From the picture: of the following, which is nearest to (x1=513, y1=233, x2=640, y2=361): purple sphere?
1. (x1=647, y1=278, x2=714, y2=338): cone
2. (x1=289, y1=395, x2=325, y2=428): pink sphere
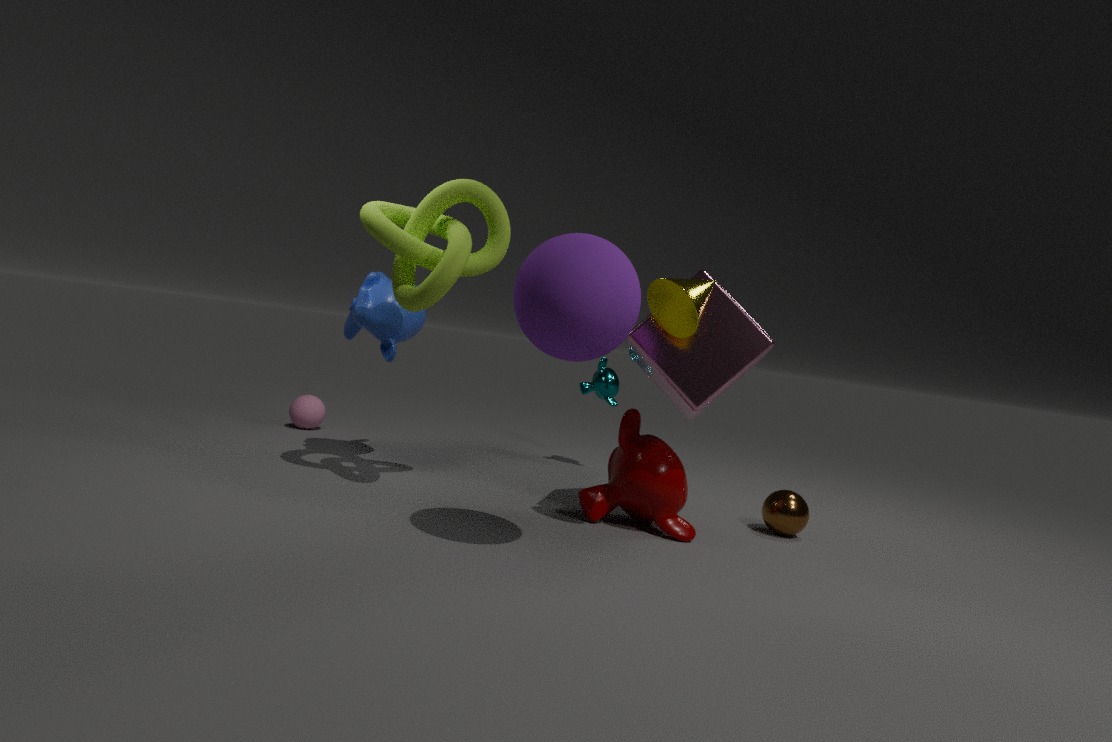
(x1=647, y1=278, x2=714, y2=338): cone
